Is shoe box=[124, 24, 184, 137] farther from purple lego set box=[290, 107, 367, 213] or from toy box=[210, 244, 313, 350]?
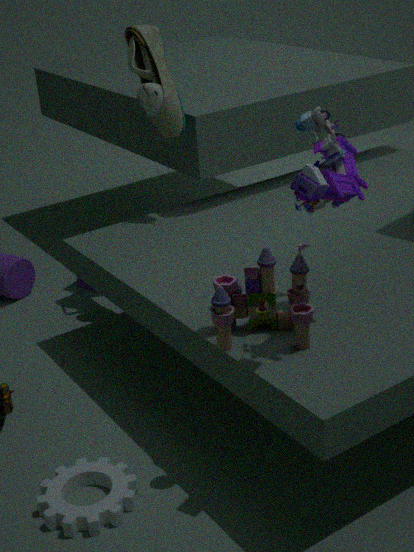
toy box=[210, 244, 313, 350]
